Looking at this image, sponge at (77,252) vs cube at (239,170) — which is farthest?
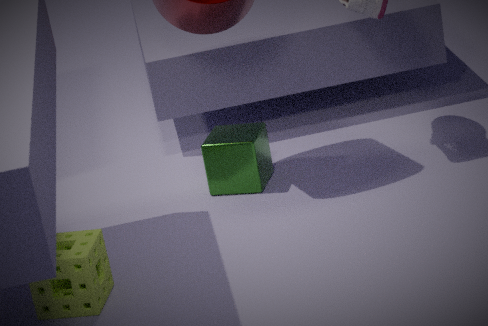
cube at (239,170)
